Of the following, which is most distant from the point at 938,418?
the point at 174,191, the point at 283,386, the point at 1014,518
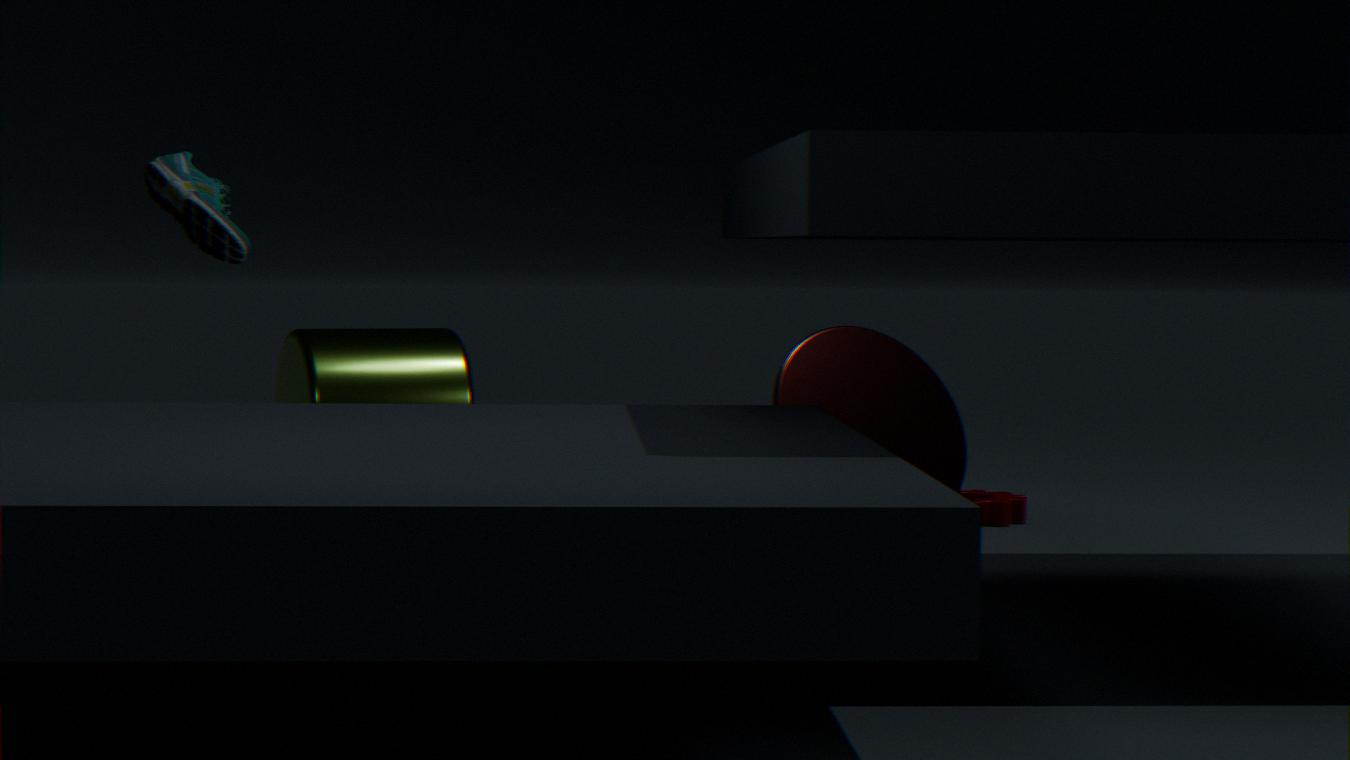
the point at 174,191
